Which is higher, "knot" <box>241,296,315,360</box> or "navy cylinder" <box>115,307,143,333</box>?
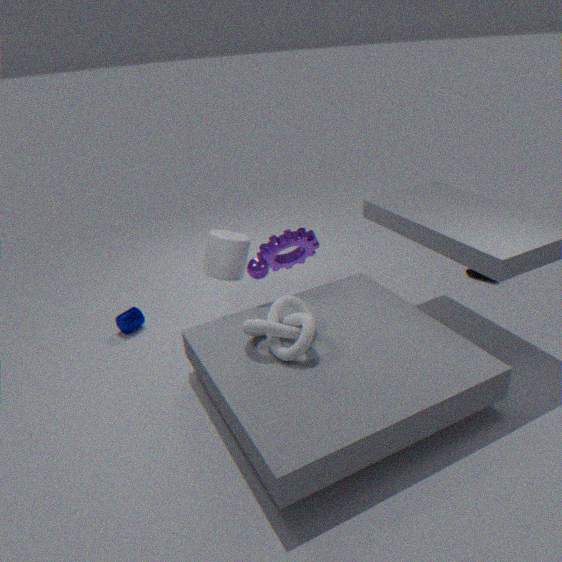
"knot" <box>241,296,315,360</box>
